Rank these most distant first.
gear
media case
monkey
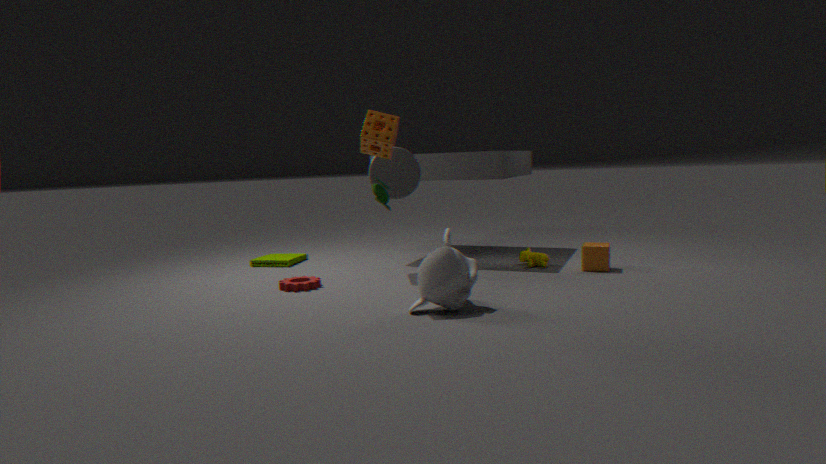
media case, gear, monkey
